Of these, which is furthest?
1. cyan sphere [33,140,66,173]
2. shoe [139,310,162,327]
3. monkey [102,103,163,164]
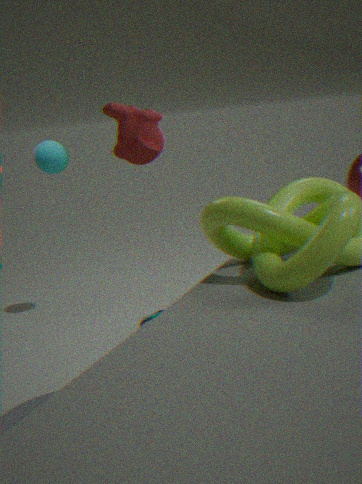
cyan sphere [33,140,66,173]
